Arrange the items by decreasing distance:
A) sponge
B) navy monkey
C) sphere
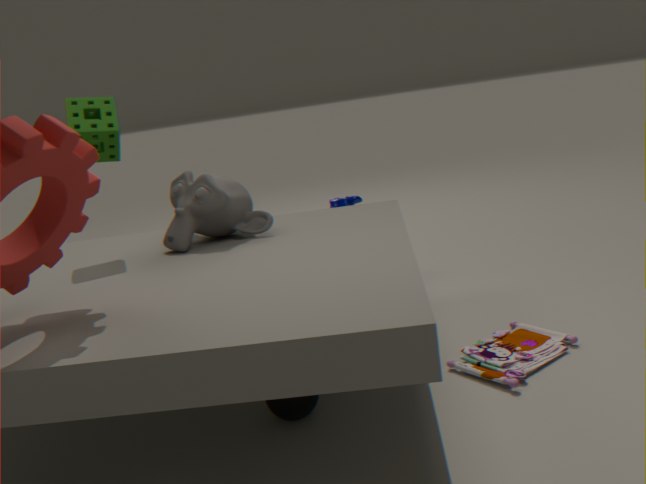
navy monkey
sponge
sphere
